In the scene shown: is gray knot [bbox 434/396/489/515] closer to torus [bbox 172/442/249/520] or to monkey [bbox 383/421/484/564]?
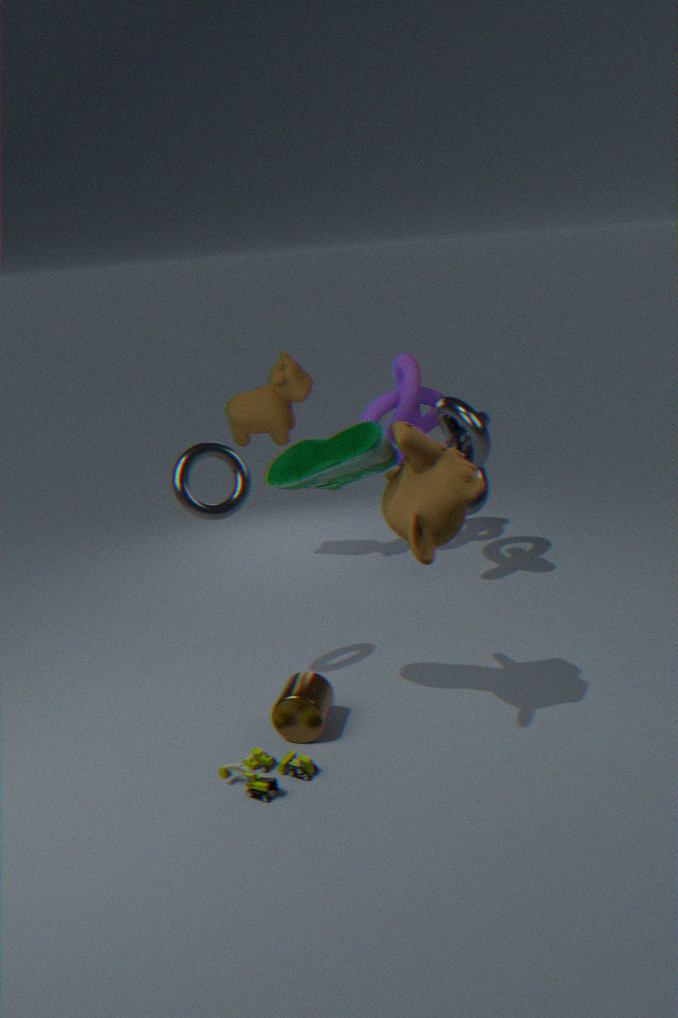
monkey [bbox 383/421/484/564]
